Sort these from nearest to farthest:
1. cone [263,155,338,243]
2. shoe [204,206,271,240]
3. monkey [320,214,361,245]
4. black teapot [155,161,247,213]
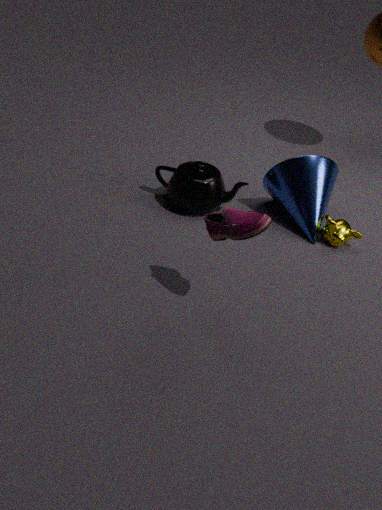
1. shoe [204,206,271,240]
2. monkey [320,214,361,245]
3. cone [263,155,338,243]
4. black teapot [155,161,247,213]
